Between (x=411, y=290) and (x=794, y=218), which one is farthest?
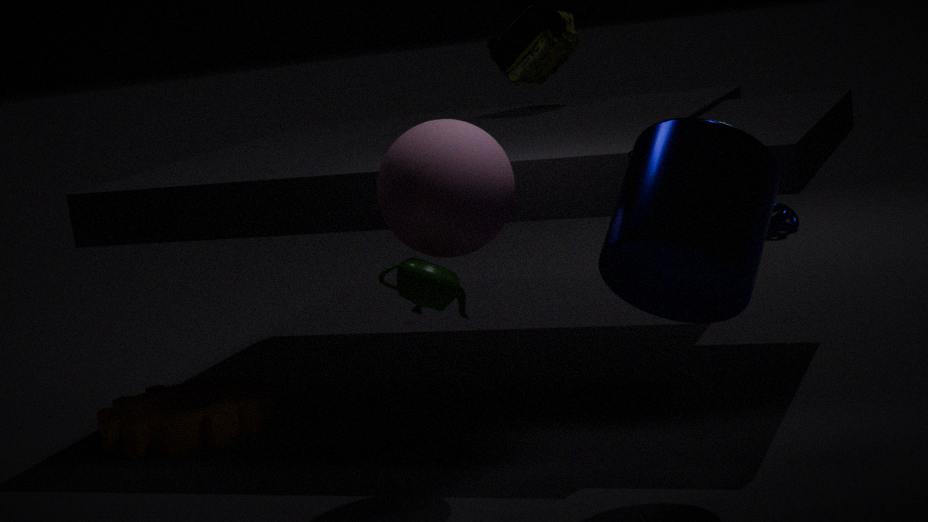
(x=794, y=218)
